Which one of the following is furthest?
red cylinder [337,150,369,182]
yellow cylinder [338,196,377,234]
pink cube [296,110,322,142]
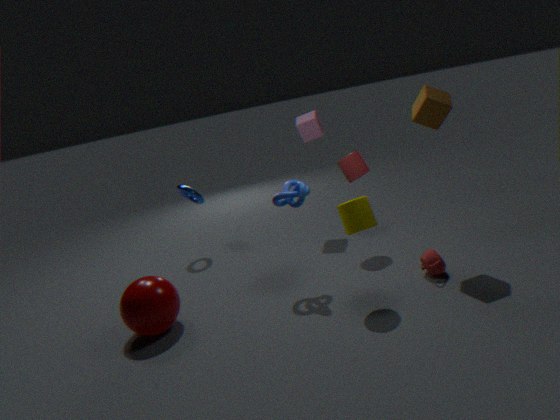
pink cube [296,110,322,142]
